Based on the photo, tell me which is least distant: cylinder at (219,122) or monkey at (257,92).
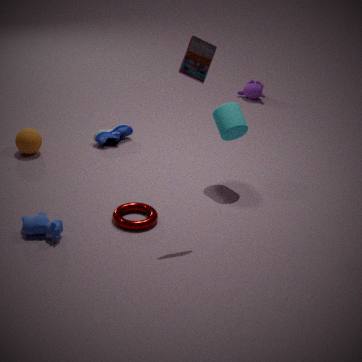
cylinder at (219,122)
